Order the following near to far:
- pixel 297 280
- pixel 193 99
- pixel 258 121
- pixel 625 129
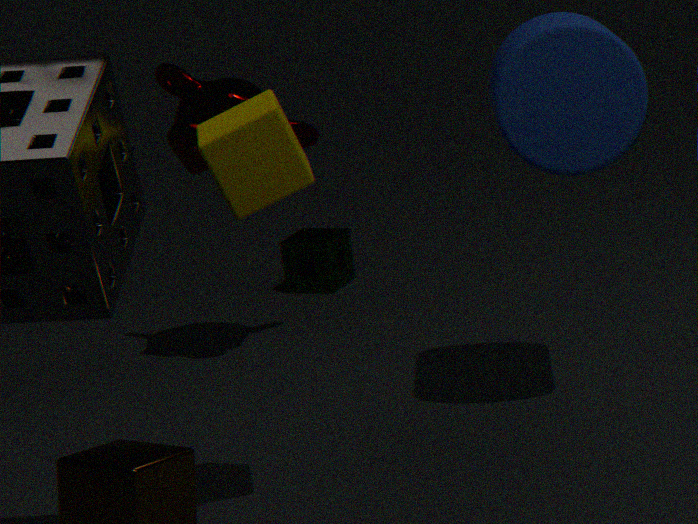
pixel 258 121, pixel 625 129, pixel 193 99, pixel 297 280
